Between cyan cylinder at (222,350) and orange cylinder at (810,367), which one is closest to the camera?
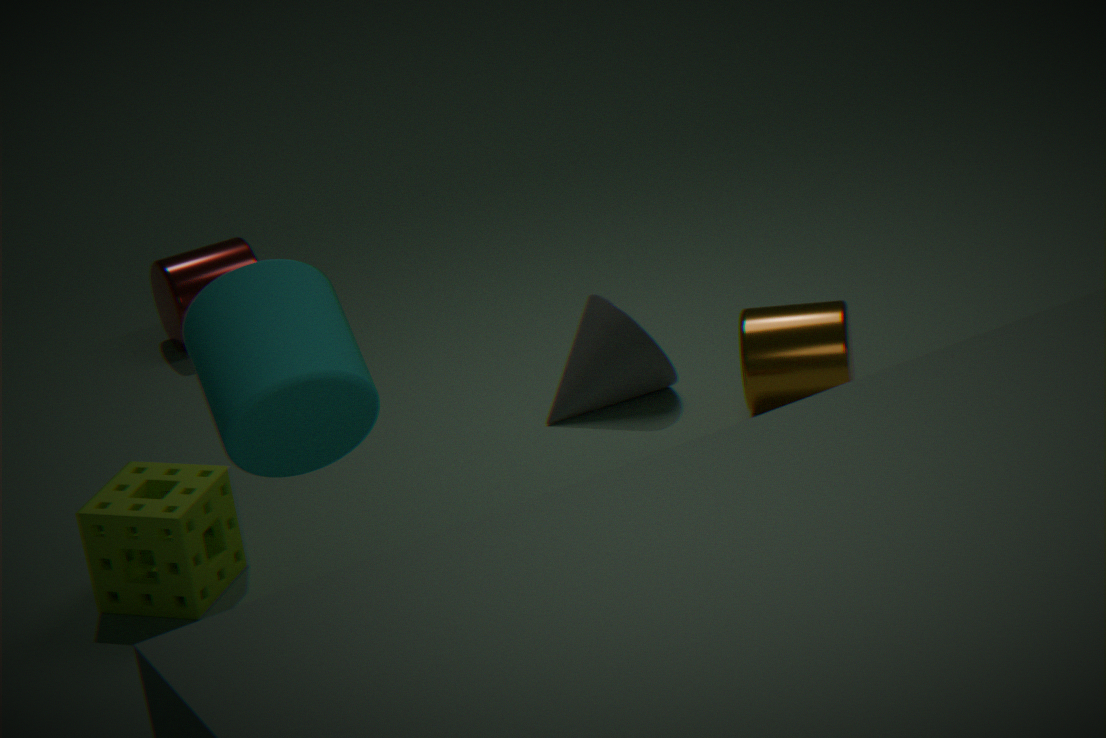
cyan cylinder at (222,350)
